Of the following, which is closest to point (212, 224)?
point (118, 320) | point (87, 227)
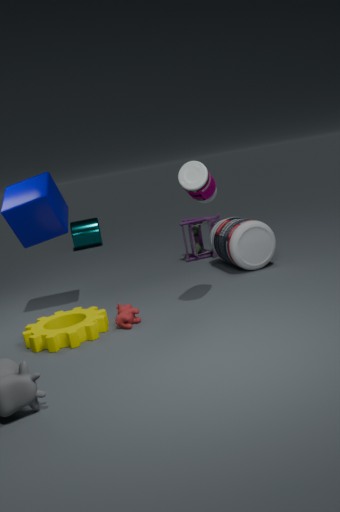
point (118, 320)
